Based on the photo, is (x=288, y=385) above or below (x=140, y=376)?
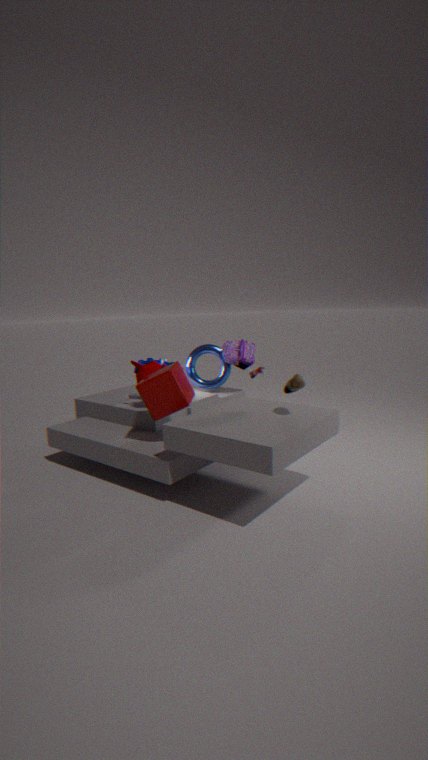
above
